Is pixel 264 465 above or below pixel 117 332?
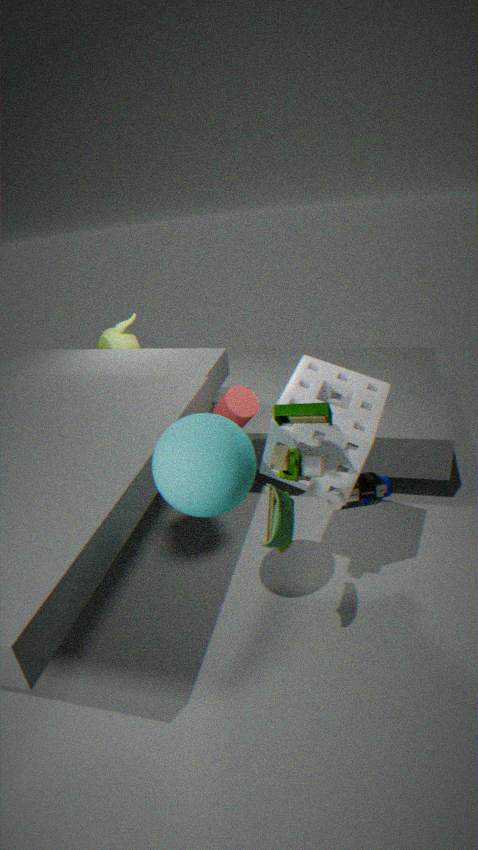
above
